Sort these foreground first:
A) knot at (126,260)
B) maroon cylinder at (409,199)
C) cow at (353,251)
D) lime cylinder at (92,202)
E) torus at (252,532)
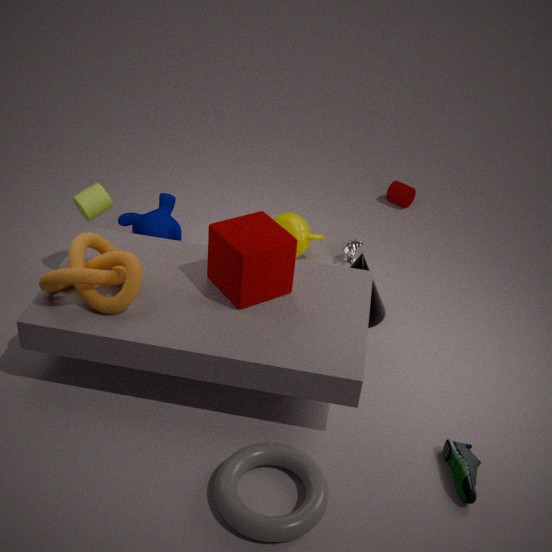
torus at (252,532) < knot at (126,260) < lime cylinder at (92,202) < cow at (353,251) < maroon cylinder at (409,199)
